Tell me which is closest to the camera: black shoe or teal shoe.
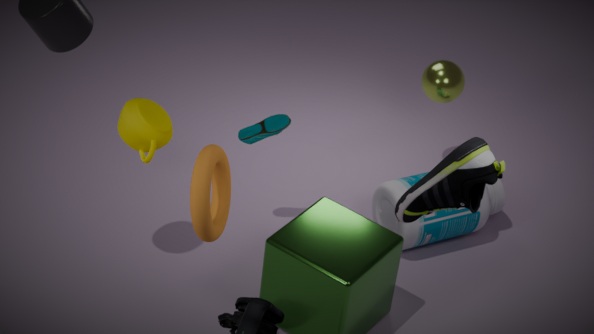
black shoe
